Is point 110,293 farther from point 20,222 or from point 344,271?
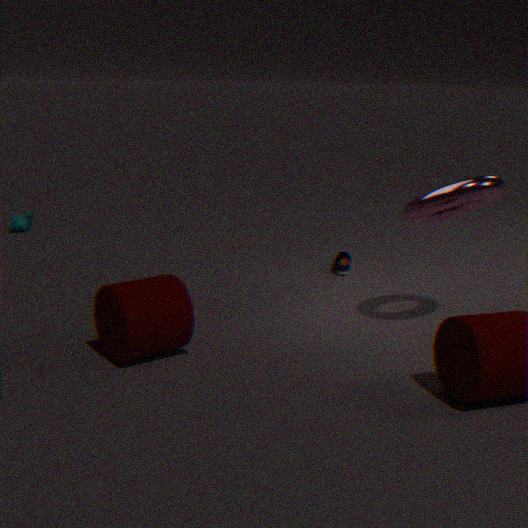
point 20,222
